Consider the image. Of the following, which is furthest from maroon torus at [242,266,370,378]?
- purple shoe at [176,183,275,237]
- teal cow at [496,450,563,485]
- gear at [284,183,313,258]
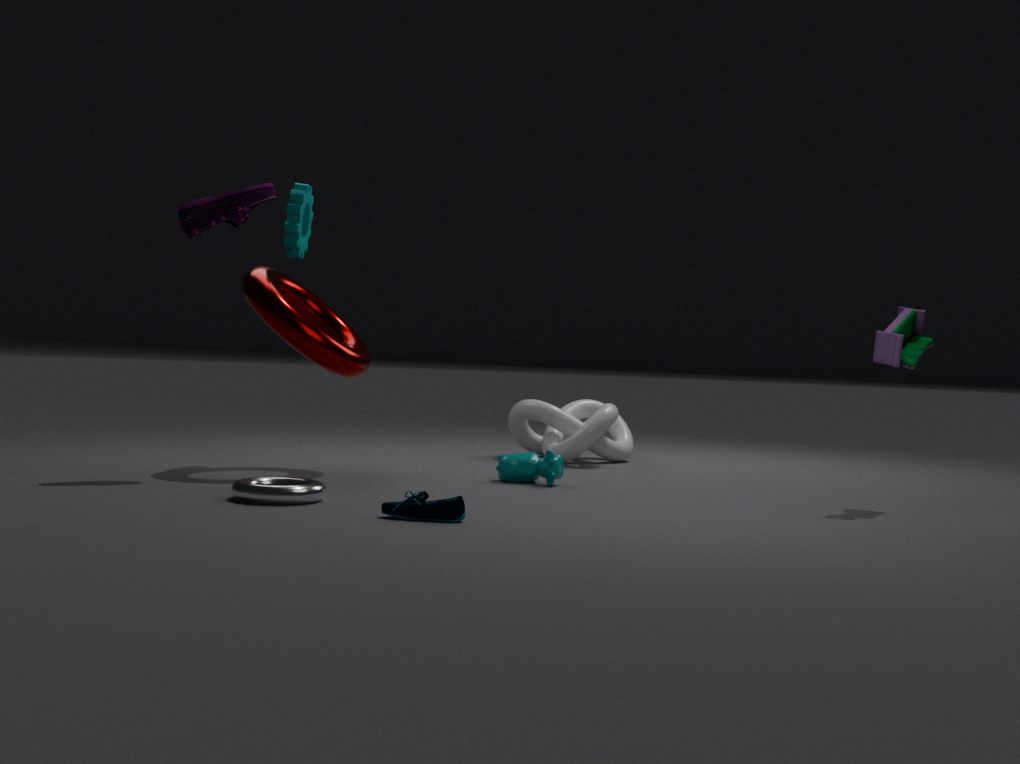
teal cow at [496,450,563,485]
